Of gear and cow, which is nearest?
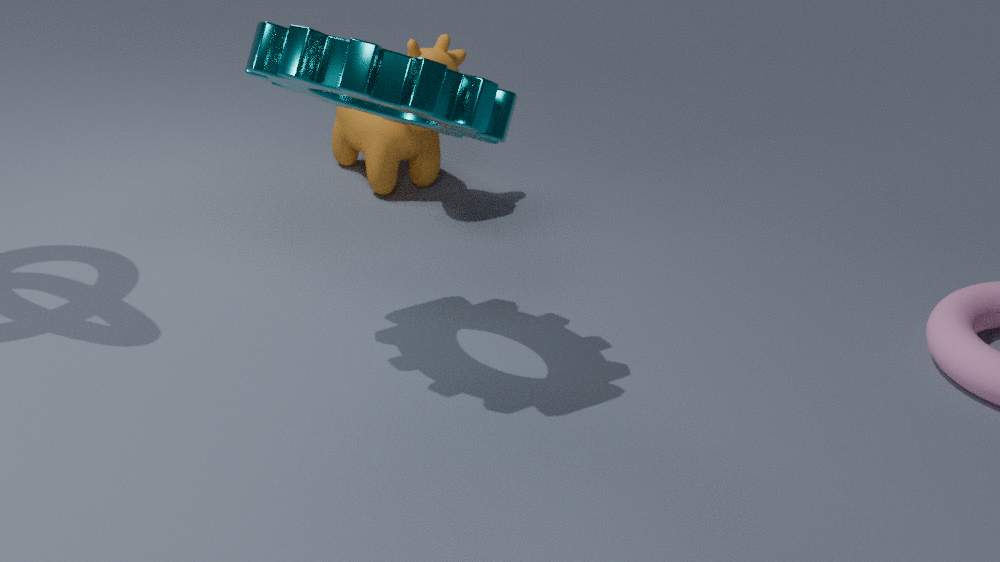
gear
